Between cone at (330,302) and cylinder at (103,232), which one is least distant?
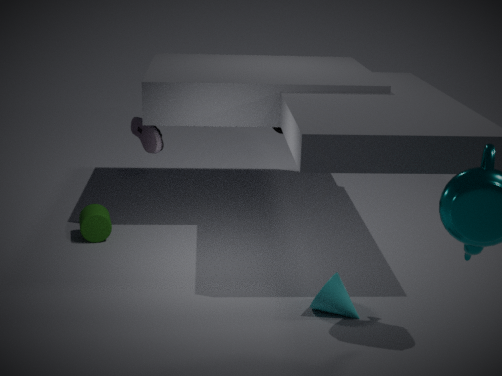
cone at (330,302)
